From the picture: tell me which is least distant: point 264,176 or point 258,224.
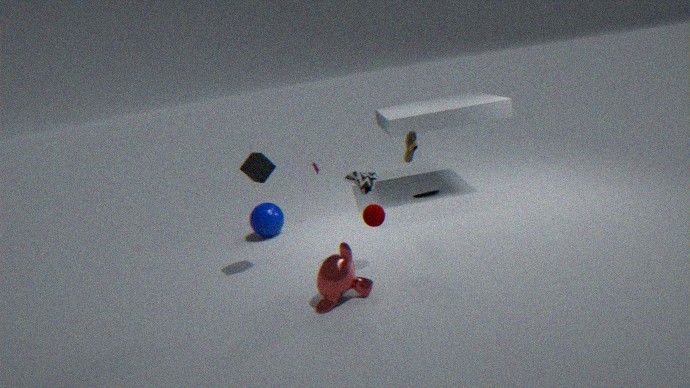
point 264,176
